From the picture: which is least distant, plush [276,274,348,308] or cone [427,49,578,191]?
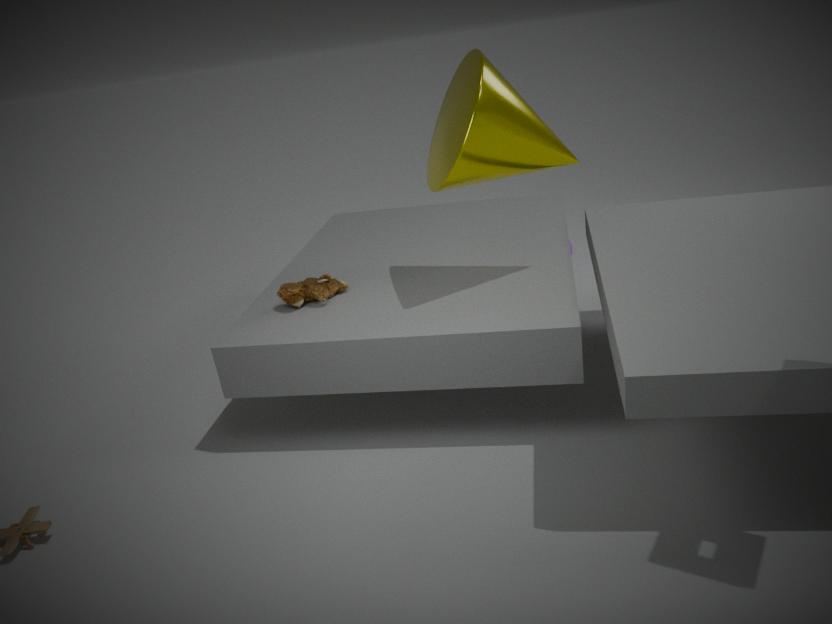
cone [427,49,578,191]
